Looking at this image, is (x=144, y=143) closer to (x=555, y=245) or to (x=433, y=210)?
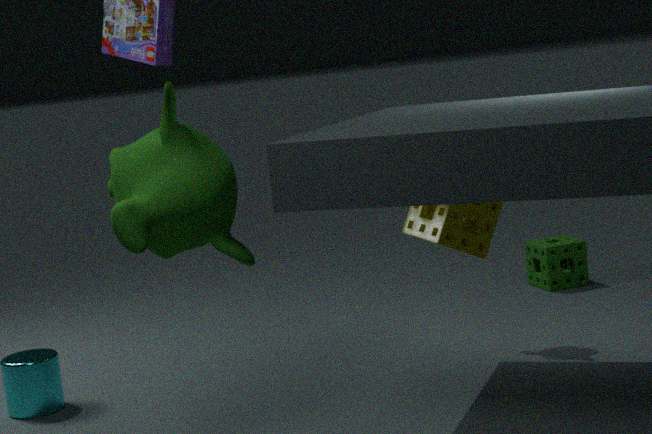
(x=433, y=210)
